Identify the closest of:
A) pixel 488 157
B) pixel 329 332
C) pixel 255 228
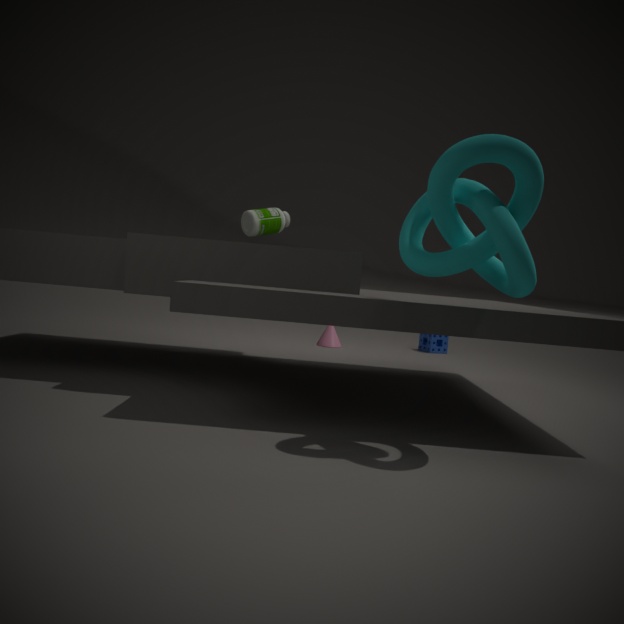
pixel 488 157
